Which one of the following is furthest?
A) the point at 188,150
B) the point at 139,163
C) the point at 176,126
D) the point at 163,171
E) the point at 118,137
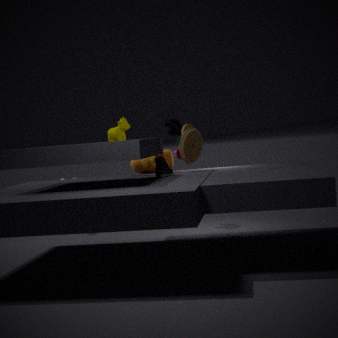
C. the point at 176,126
